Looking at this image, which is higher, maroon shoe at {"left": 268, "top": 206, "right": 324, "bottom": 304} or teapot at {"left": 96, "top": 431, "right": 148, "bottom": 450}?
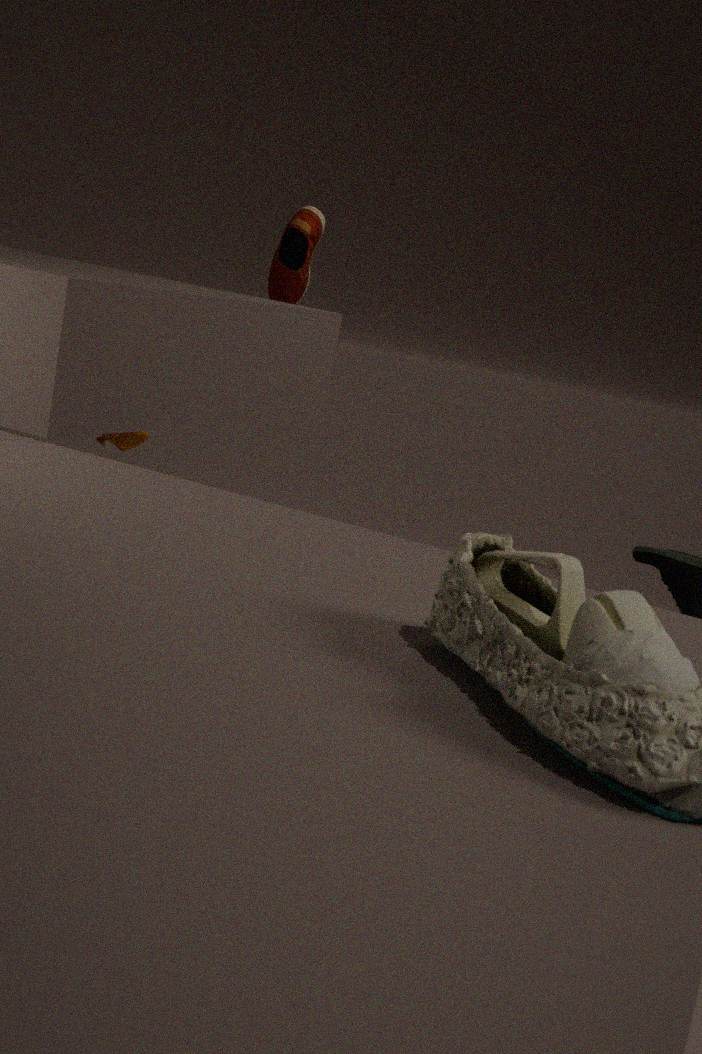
maroon shoe at {"left": 268, "top": 206, "right": 324, "bottom": 304}
